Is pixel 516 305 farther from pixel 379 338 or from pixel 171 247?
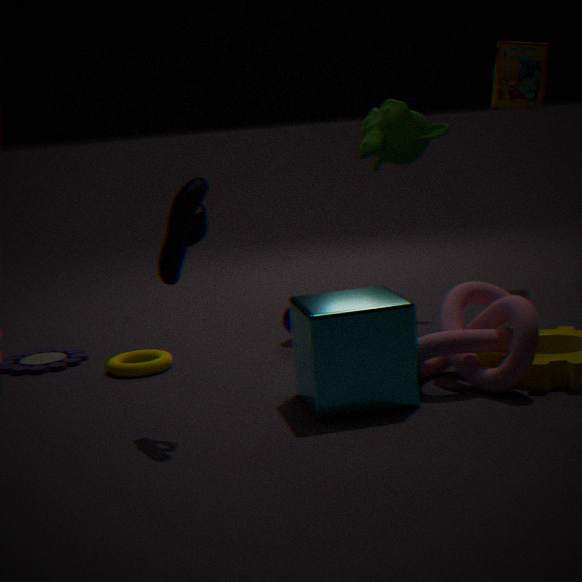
pixel 171 247
